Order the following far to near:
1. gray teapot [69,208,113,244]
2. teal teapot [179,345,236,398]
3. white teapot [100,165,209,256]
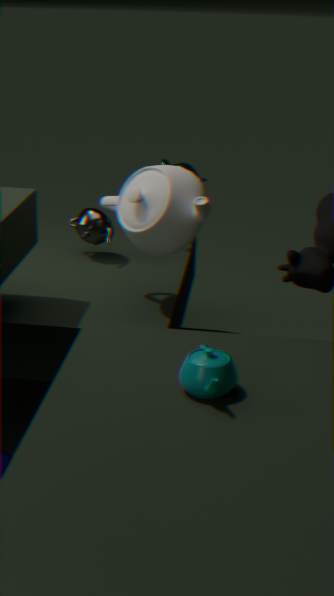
gray teapot [69,208,113,244]
white teapot [100,165,209,256]
teal teapot [179,345,236,398]
